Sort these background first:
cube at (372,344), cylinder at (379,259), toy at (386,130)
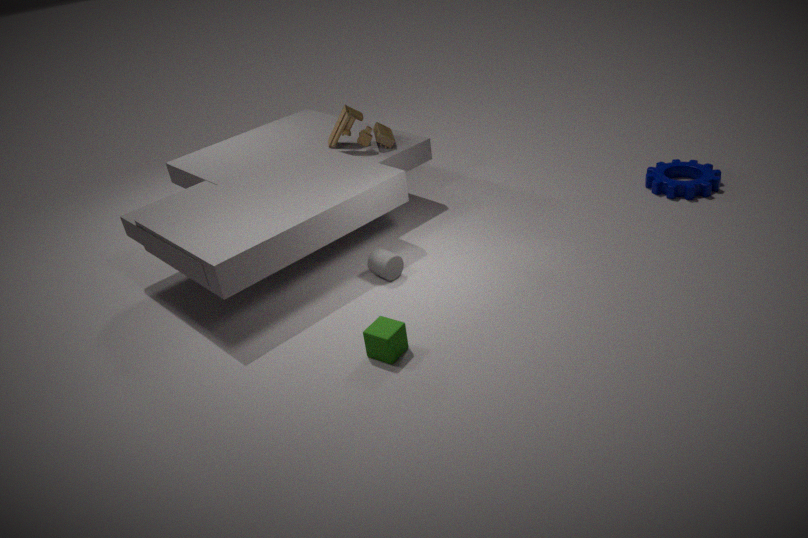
1. toy at (386,130)
2. cylinder at (379,259)
3. cube at (372,344)
